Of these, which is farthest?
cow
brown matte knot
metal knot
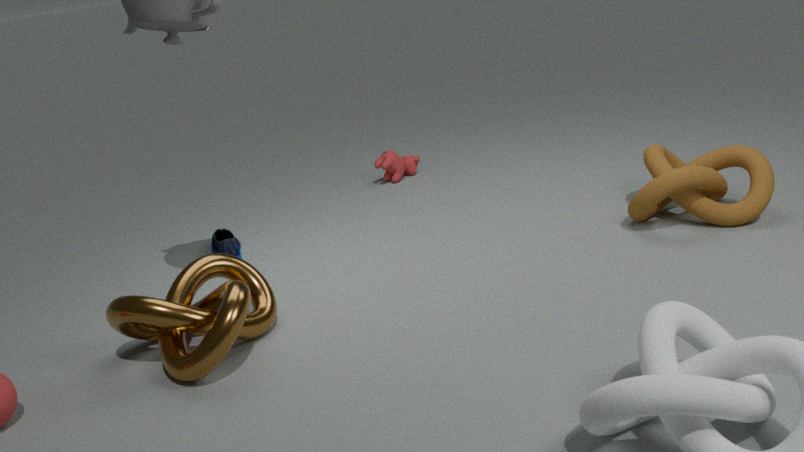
cow
